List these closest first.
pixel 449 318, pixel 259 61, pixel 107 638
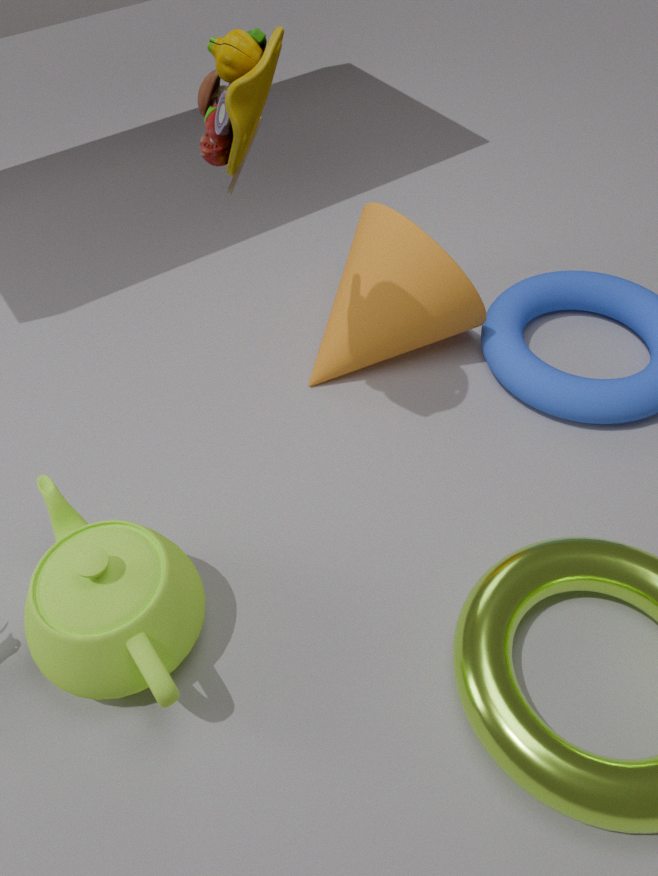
pixel 259 61, pixel 107 638, pixel 449 318
